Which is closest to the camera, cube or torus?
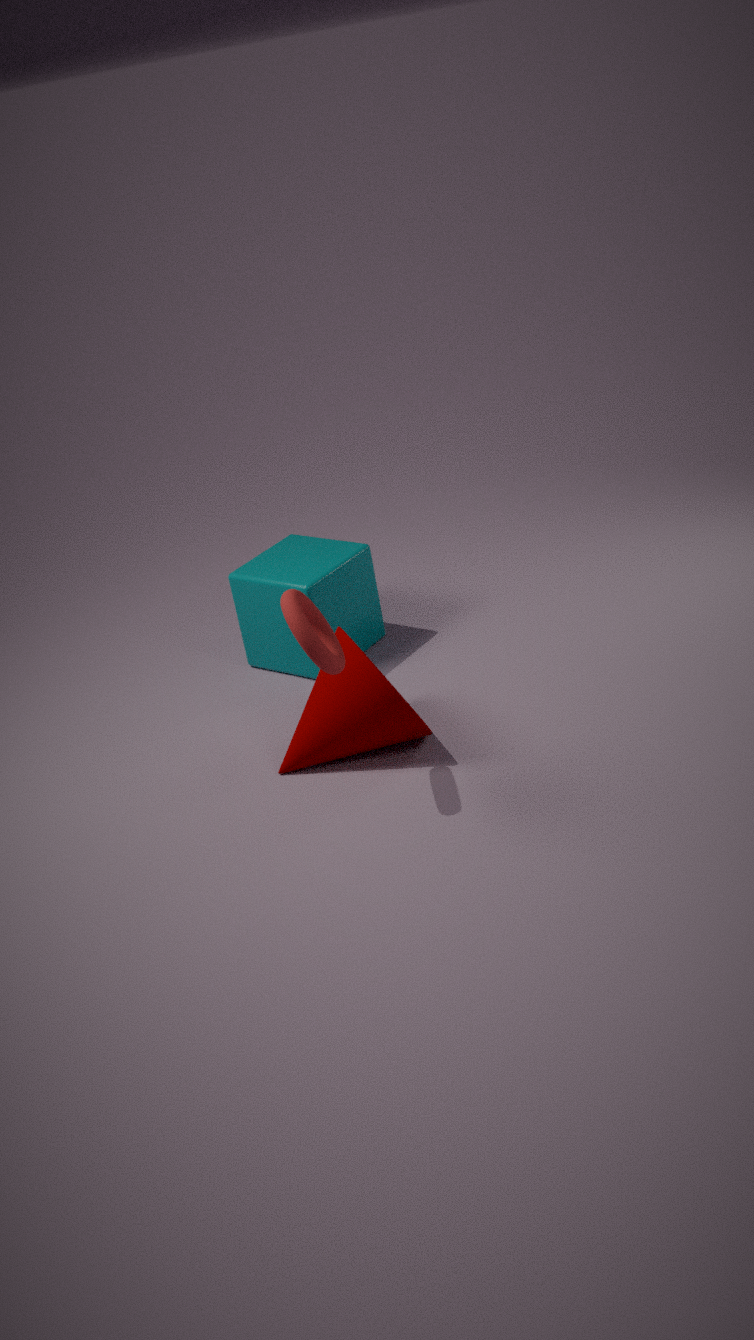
torus
